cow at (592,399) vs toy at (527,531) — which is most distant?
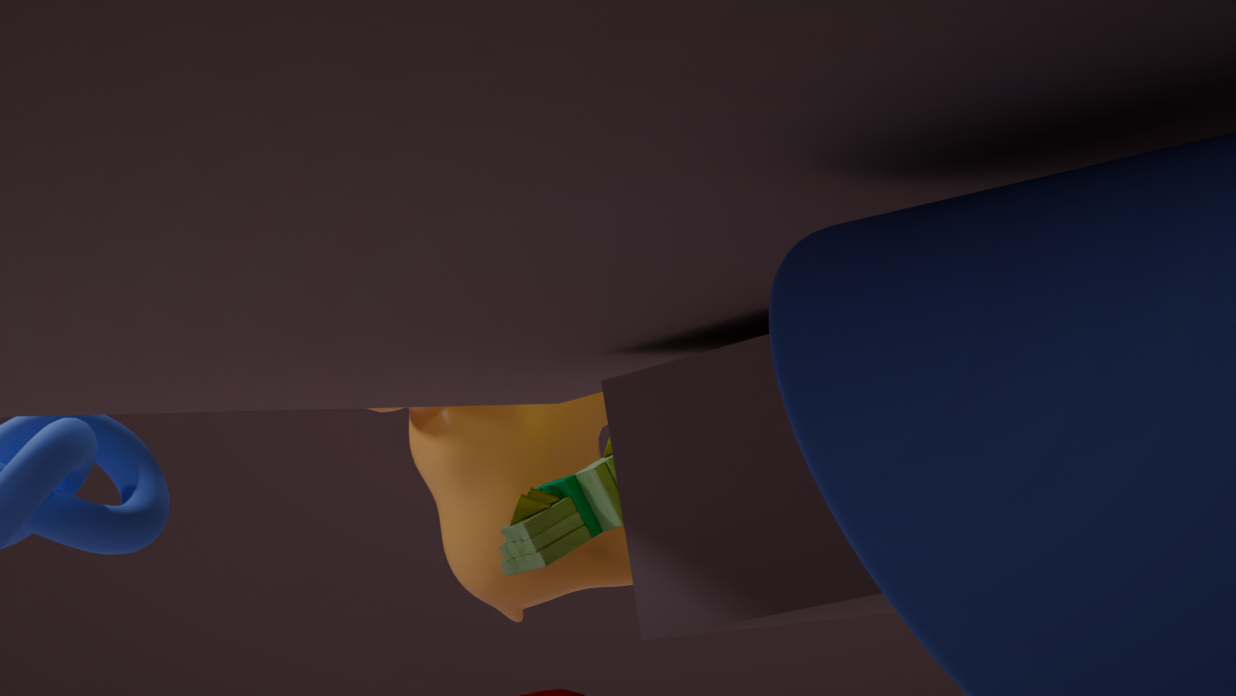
cow at (592,399)
